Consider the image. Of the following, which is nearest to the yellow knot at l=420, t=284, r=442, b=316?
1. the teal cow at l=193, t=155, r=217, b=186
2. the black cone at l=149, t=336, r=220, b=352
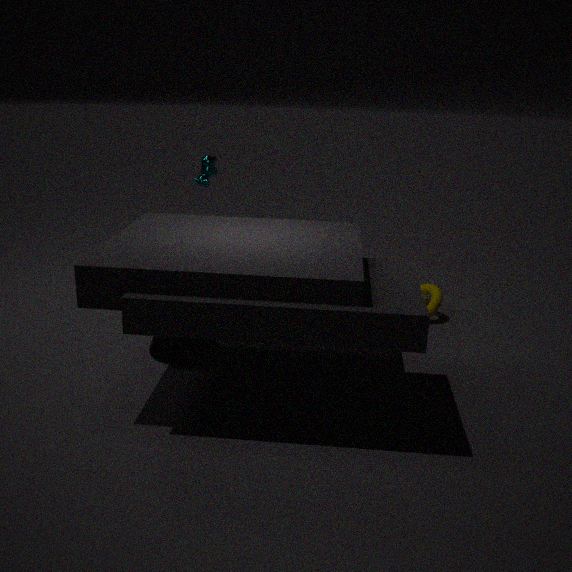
the black cone at l=149, t=336, r=220, b=352
